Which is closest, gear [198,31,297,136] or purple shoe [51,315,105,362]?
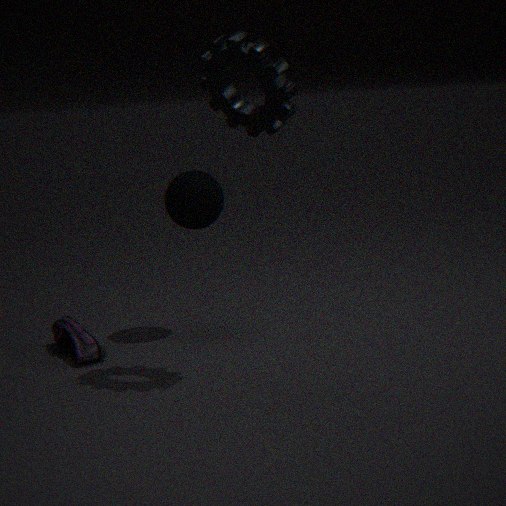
gear [198,31,297,136]
